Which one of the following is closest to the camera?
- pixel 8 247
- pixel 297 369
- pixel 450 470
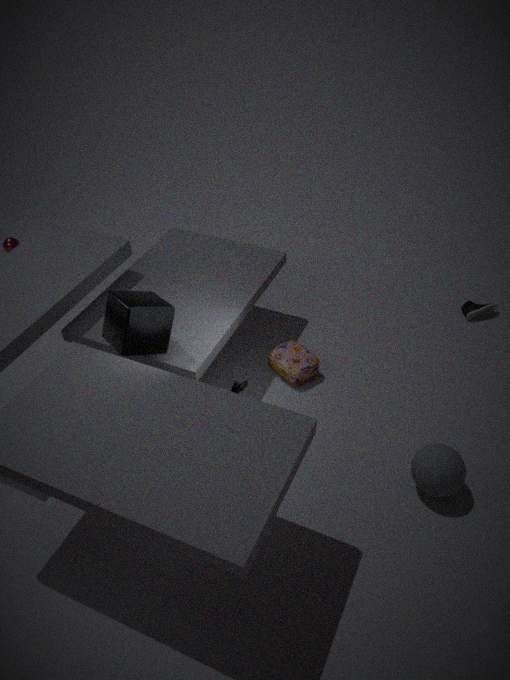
pixel 450 470
